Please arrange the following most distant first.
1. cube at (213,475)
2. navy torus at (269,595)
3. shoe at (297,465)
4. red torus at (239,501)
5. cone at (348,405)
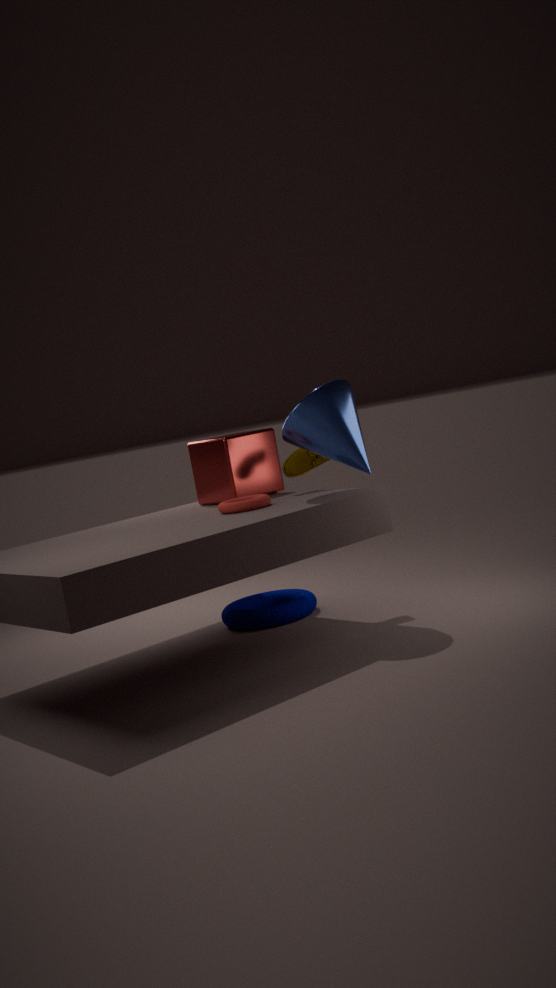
1. cube at (213,475)
2. navy torus at (269,595)
3. shoe at (297,465)
4. red torus at (239,501)
5. cone at (348,405)
